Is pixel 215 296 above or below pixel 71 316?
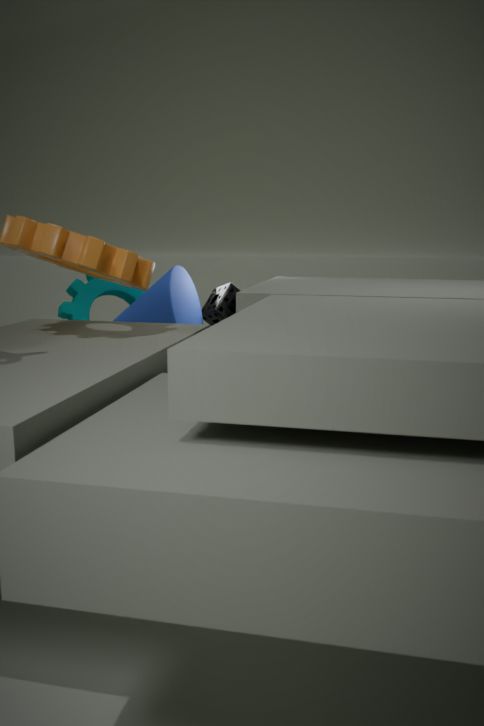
above
